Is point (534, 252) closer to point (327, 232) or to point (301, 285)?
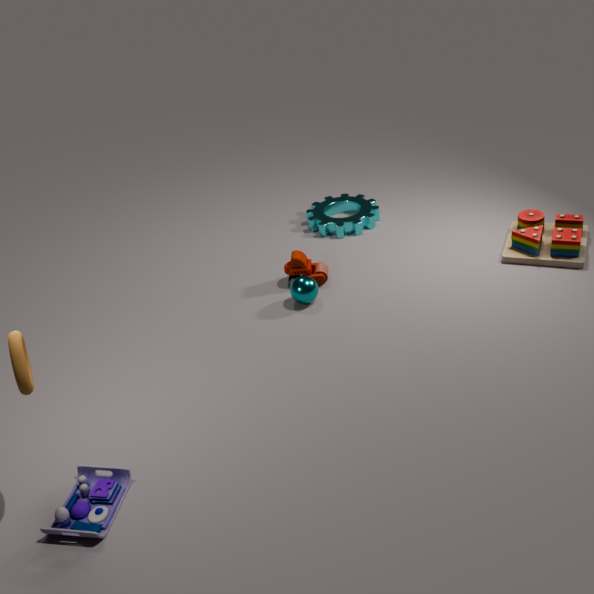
point (327, 232)
